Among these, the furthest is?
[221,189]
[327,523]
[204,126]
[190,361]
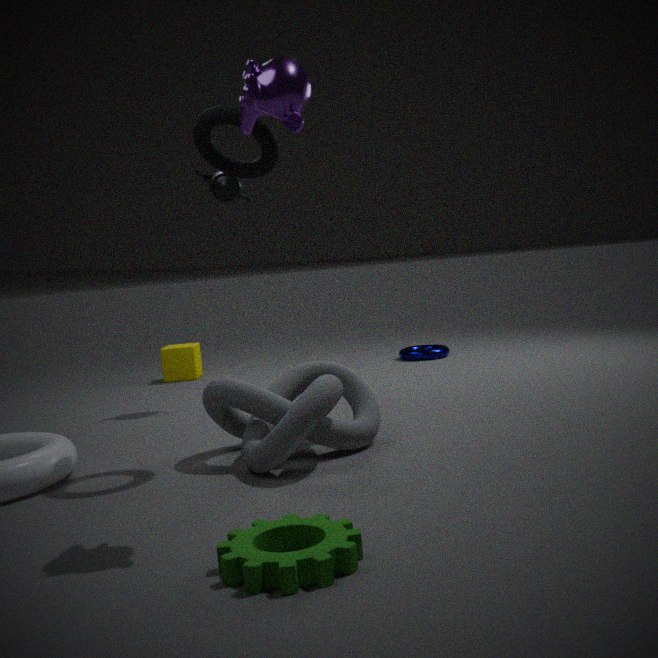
[190,361]
